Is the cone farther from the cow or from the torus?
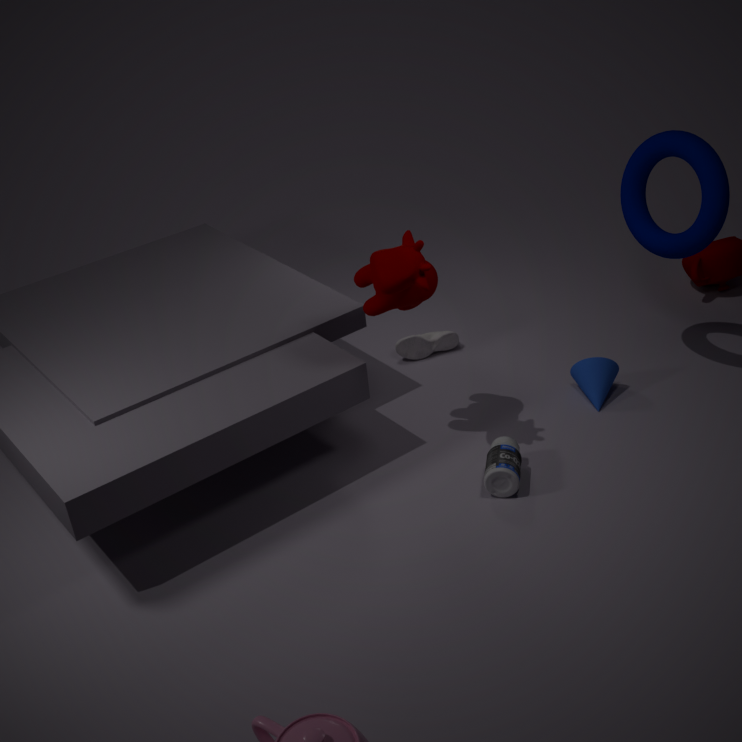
the cow
